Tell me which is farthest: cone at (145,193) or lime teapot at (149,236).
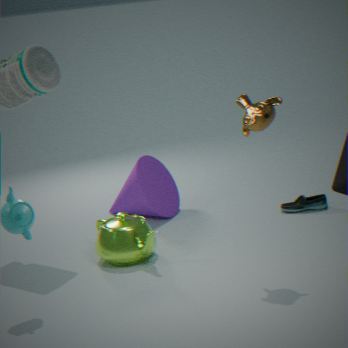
cone at (145,193)
